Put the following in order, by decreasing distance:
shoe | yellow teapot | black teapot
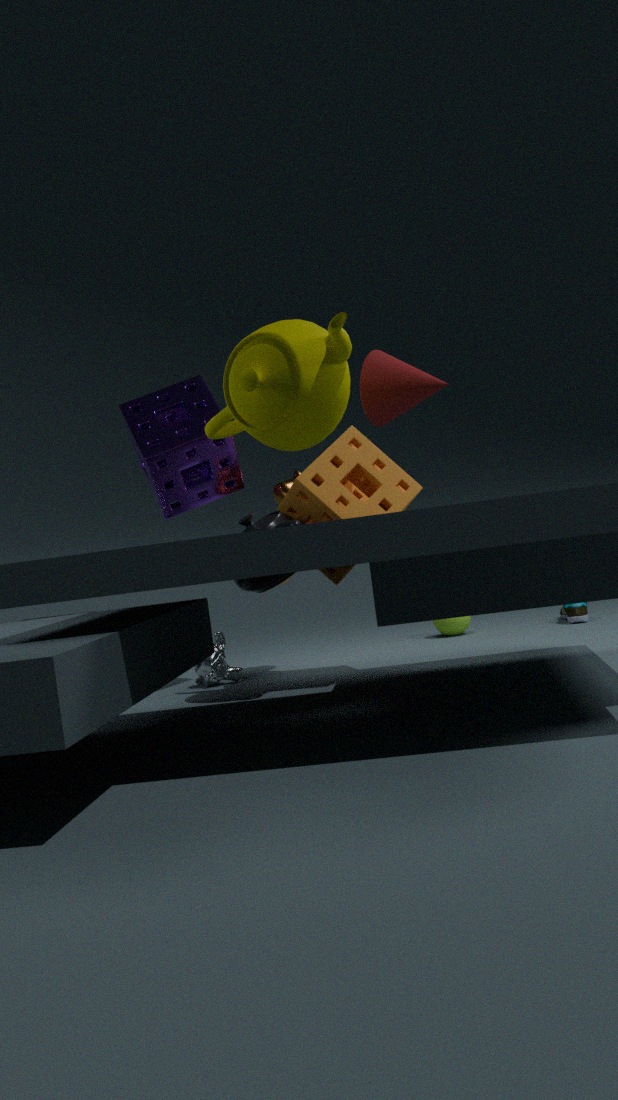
shoe < black teapot < yellow teapot
